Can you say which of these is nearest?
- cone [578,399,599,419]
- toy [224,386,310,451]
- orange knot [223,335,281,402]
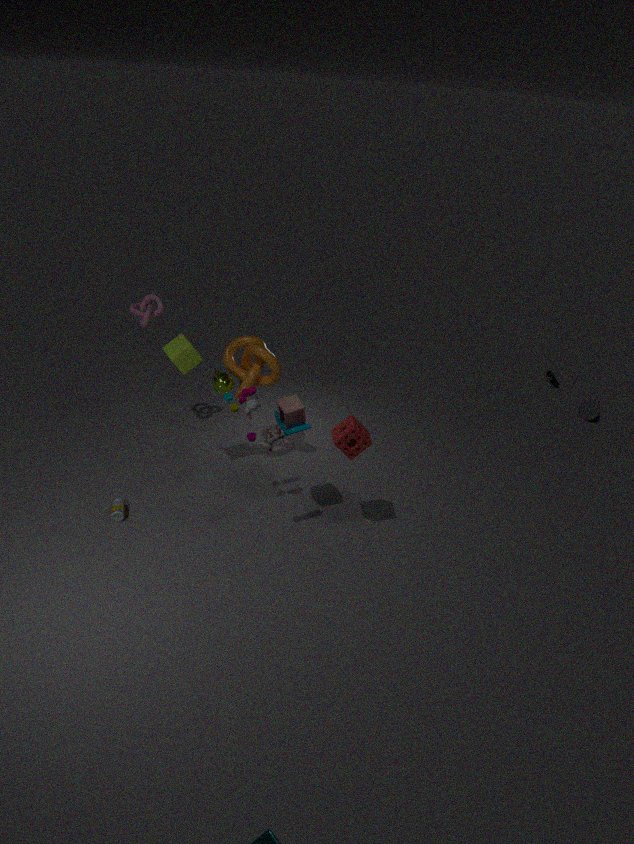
toy [224,386,310,451]
